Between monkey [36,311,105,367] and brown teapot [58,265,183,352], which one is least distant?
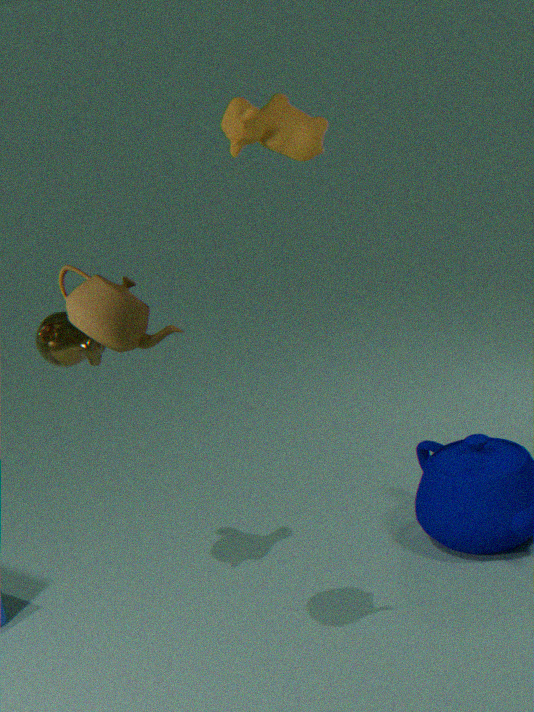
brown teapot [58,265,183,352]
